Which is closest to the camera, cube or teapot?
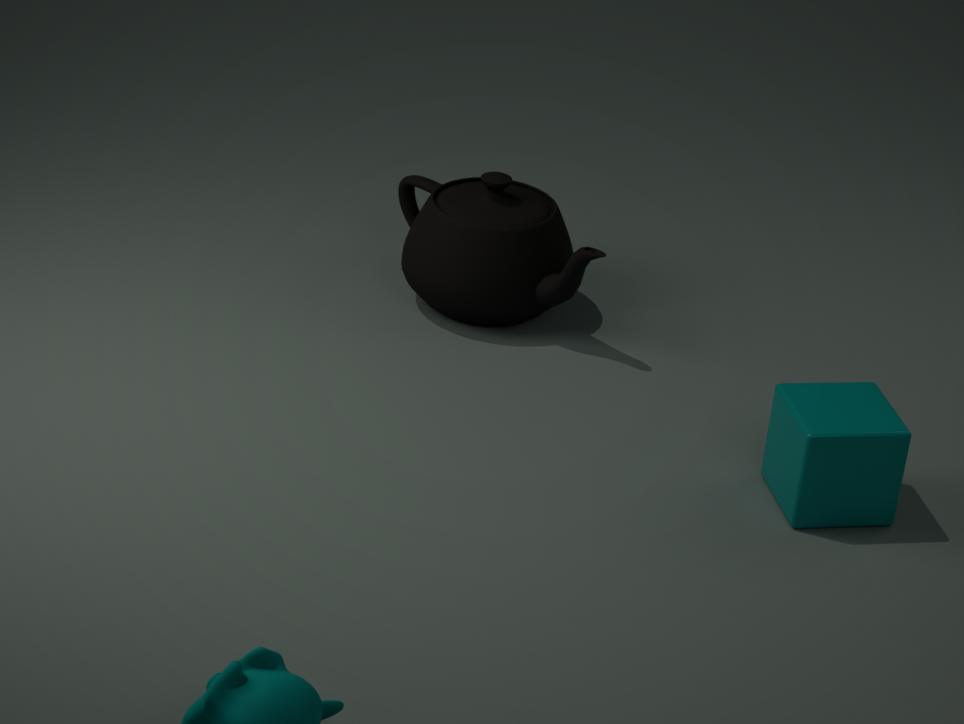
cube
